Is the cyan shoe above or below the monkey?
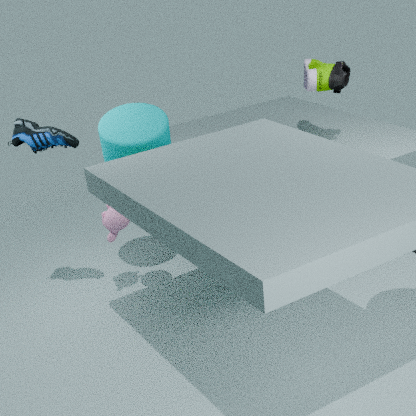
above
